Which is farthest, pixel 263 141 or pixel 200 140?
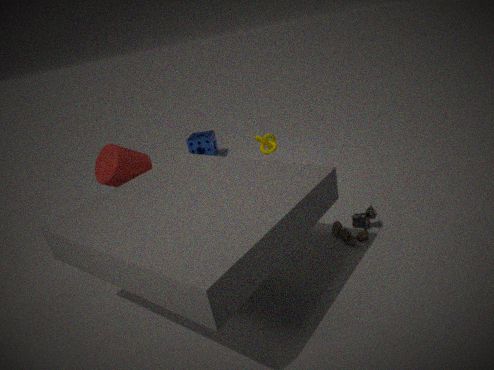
pixel 200 140
